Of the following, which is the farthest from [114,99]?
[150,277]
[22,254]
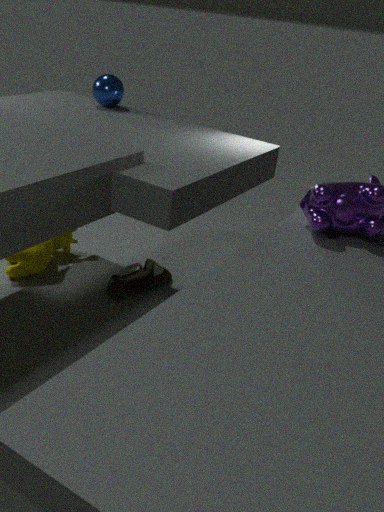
[150,277]
